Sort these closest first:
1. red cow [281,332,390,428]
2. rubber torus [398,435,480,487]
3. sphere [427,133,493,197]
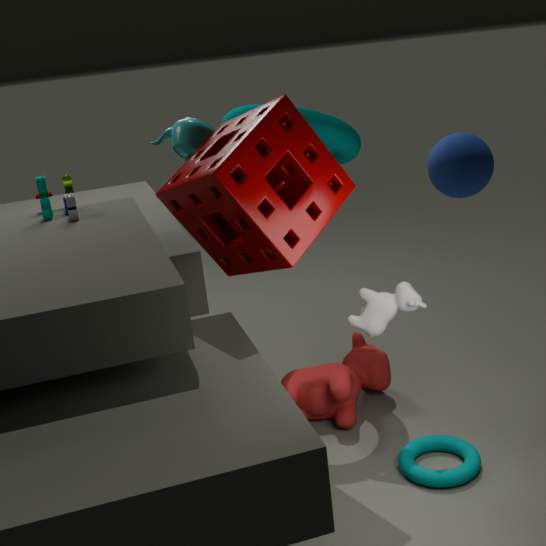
sphere [427,133,493,197]
rubber torus [398,435,480,487]
red cow [281,332,390,428]
